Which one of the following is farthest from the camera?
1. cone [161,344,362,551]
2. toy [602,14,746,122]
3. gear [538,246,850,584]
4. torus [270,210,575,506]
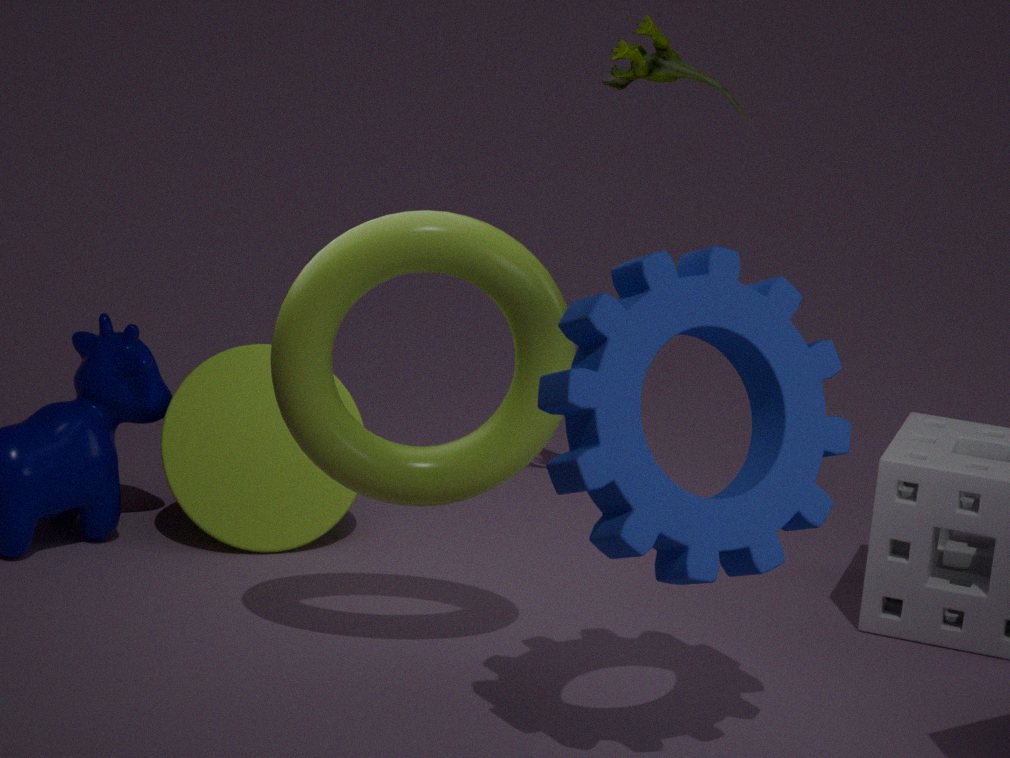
cone [161,344,362,551]
